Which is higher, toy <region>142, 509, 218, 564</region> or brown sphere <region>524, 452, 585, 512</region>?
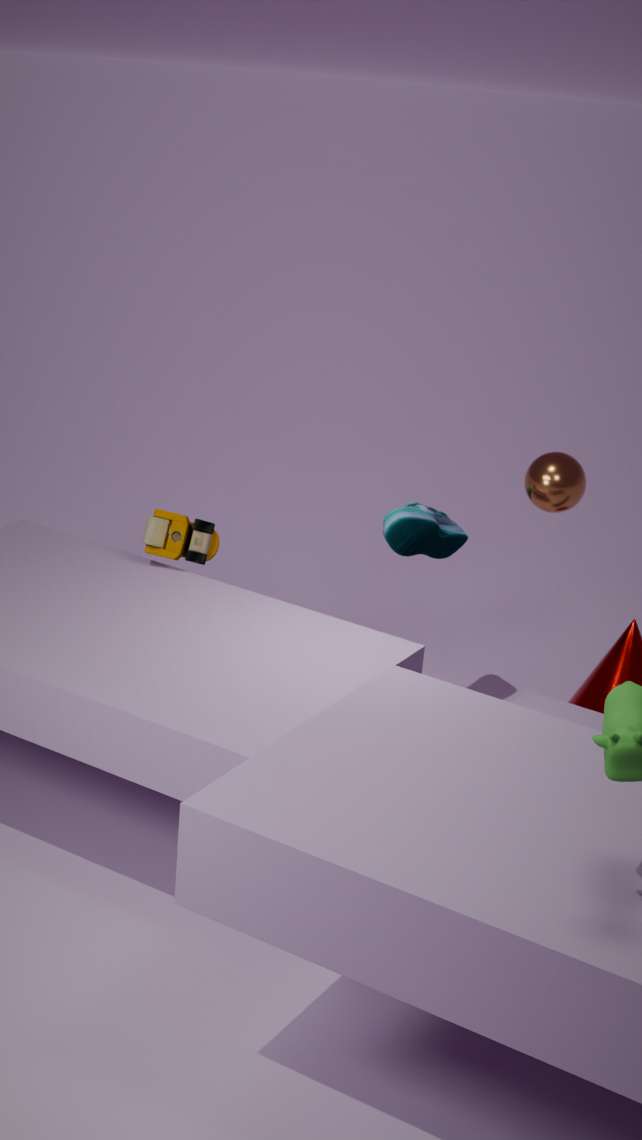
brown sphere <region>524, 452, 585, 512</region>
